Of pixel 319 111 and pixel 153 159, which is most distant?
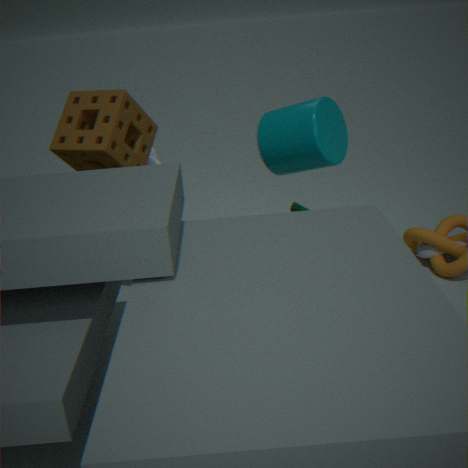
pixel 153 159
